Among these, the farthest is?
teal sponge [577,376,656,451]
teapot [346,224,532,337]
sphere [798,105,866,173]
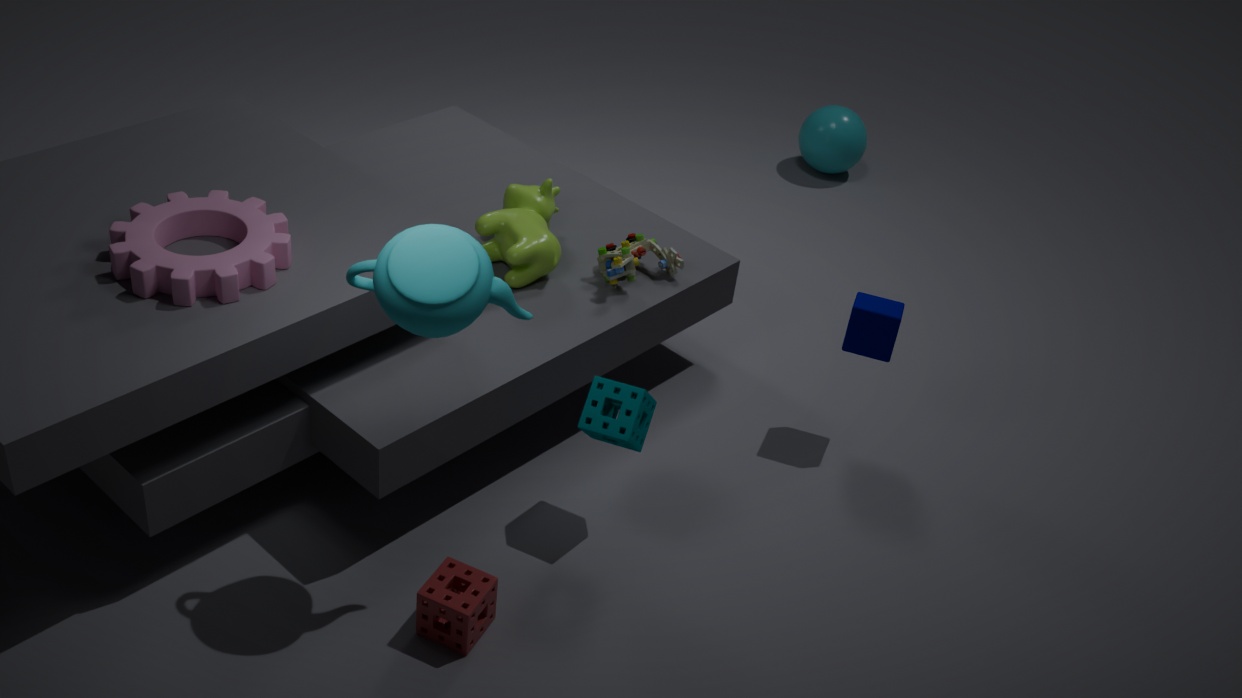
sphere [798,105,866,173]
